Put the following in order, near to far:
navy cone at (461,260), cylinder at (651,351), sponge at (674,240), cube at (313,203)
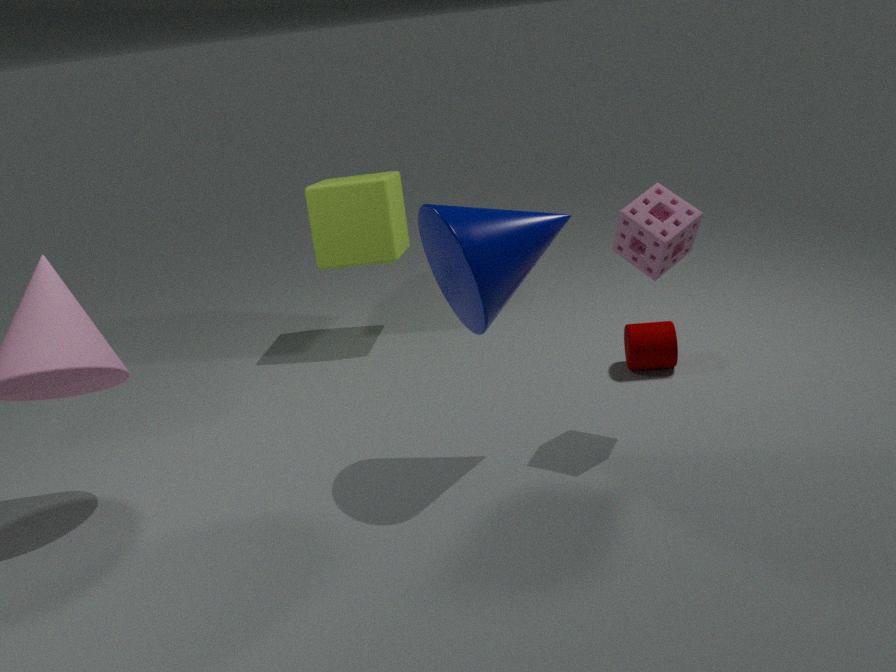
navy cone at (461,260) < sponge at (674,240) < cylinder at (651,351) < cube at (313,203)
